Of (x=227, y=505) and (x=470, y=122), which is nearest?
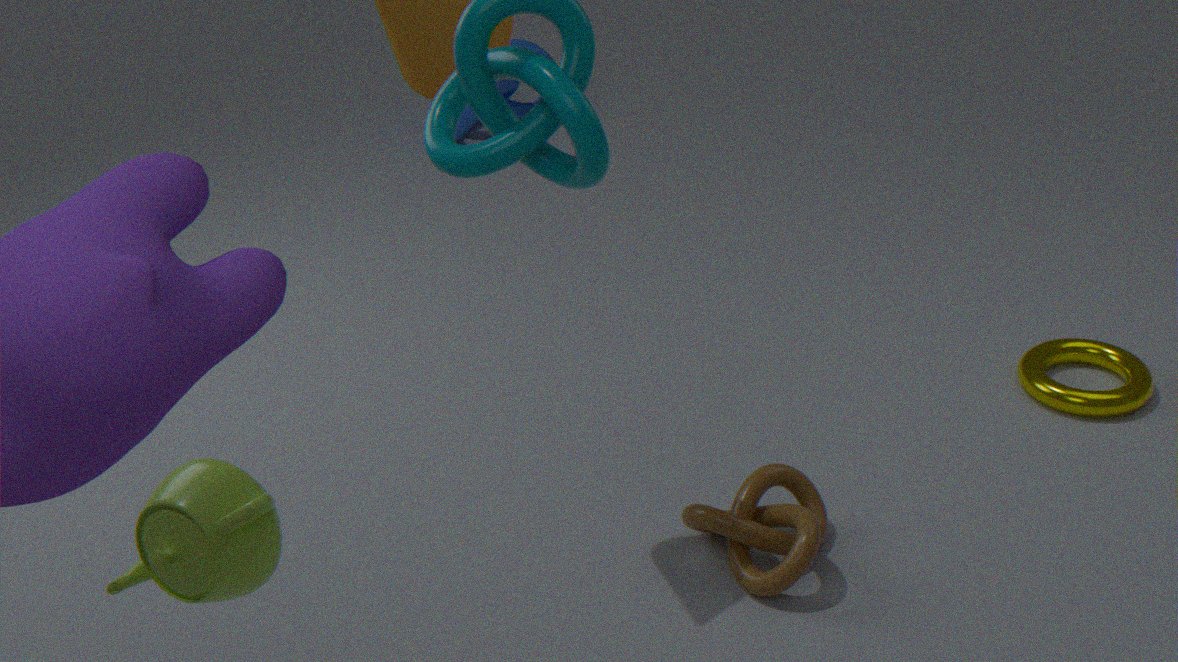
(x=227, y=505)
